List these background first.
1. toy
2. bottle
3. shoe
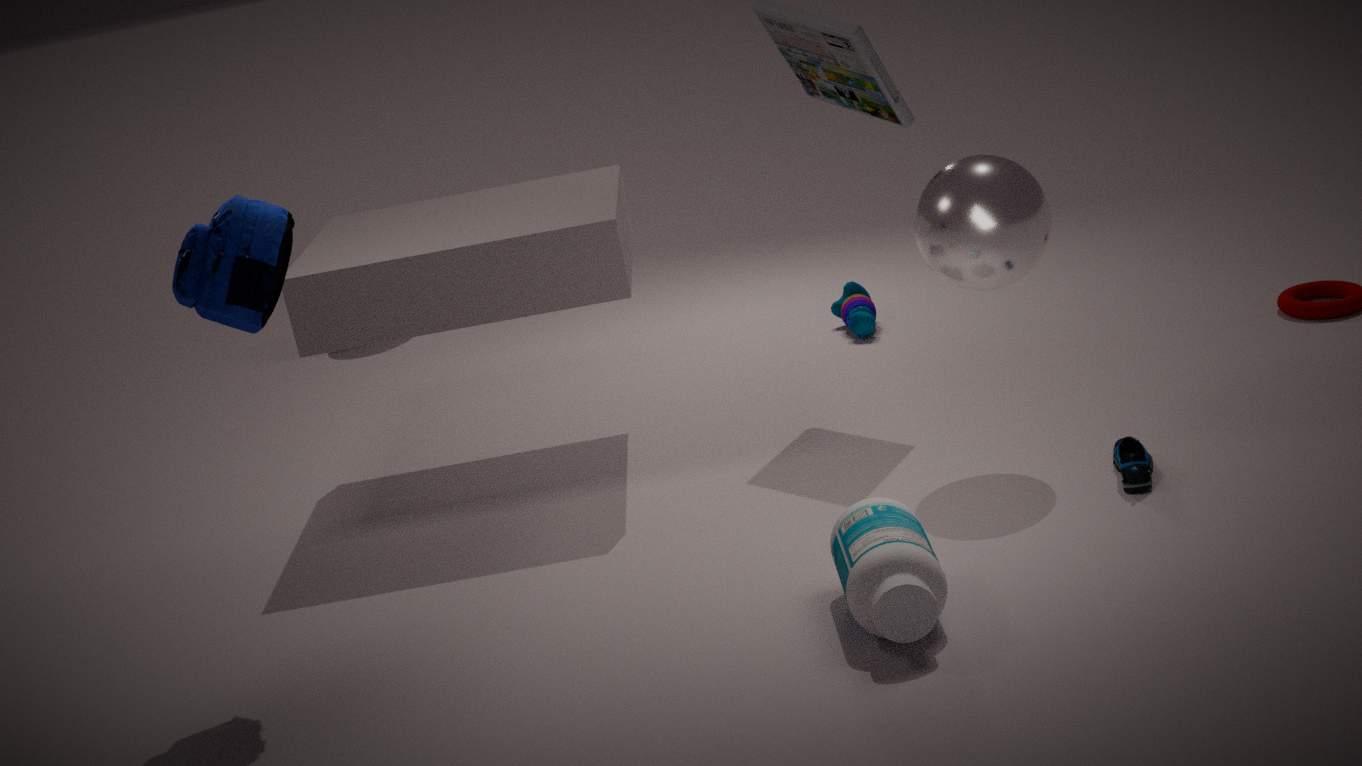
toy → shoe → bottle
